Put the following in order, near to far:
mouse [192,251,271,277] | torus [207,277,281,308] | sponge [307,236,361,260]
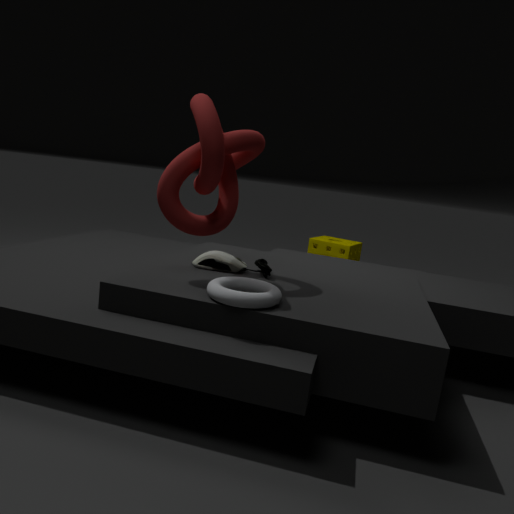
torus [207,277,281,308] → mouse [192,251,271,277] → sponge [307,236,361,260]
